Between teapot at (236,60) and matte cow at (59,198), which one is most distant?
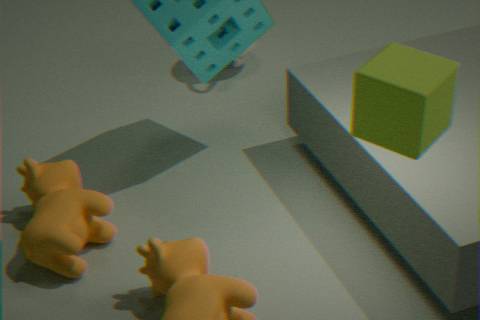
teapot at (236,60)
